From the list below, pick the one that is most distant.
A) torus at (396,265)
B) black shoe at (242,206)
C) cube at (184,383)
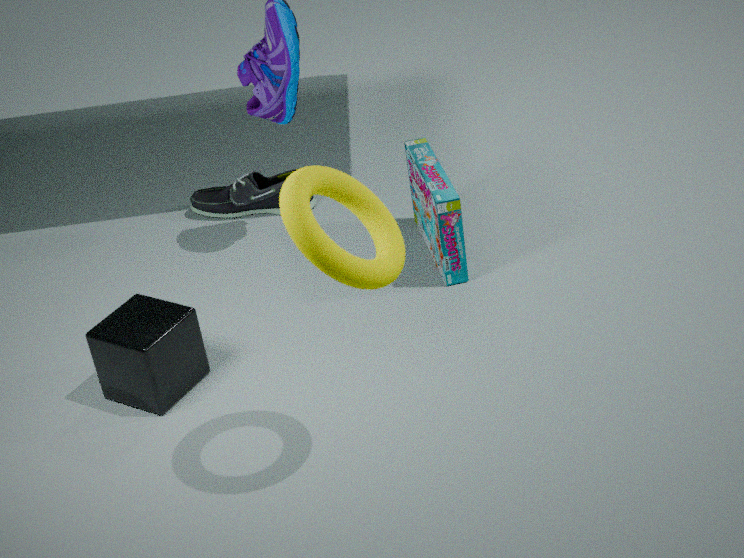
black shoe at (242,206)
